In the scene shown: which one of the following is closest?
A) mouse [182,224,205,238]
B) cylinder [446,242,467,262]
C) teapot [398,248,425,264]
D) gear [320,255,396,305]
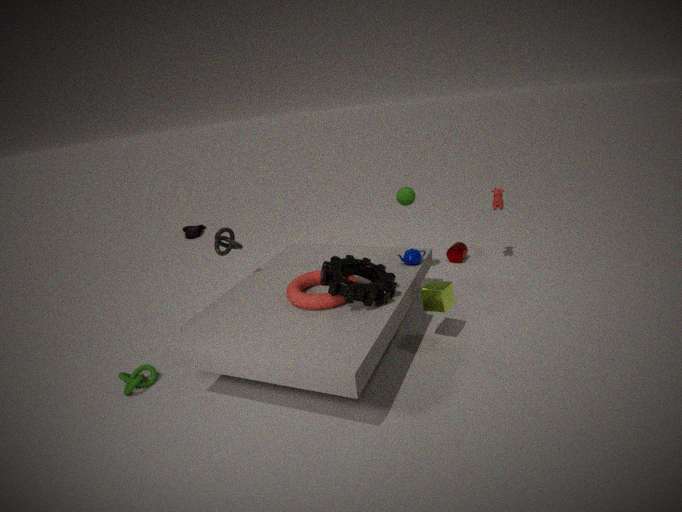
gear [320,255,396,305]
